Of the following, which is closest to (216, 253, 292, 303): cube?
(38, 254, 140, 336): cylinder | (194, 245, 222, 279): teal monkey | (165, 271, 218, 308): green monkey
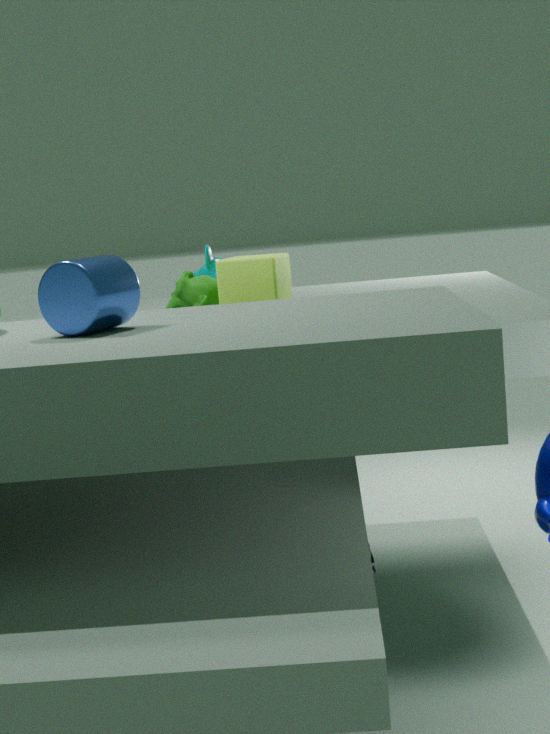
(165, 271, 218, 308): green monkey
